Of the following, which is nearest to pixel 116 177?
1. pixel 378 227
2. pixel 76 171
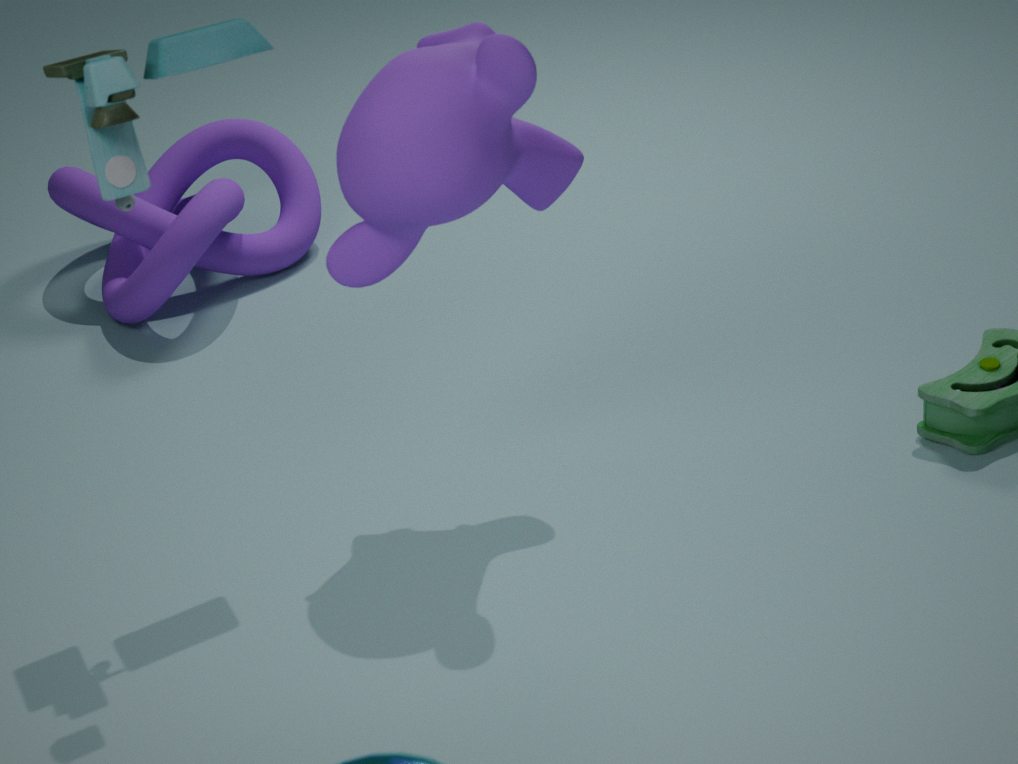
pixel 378 227
